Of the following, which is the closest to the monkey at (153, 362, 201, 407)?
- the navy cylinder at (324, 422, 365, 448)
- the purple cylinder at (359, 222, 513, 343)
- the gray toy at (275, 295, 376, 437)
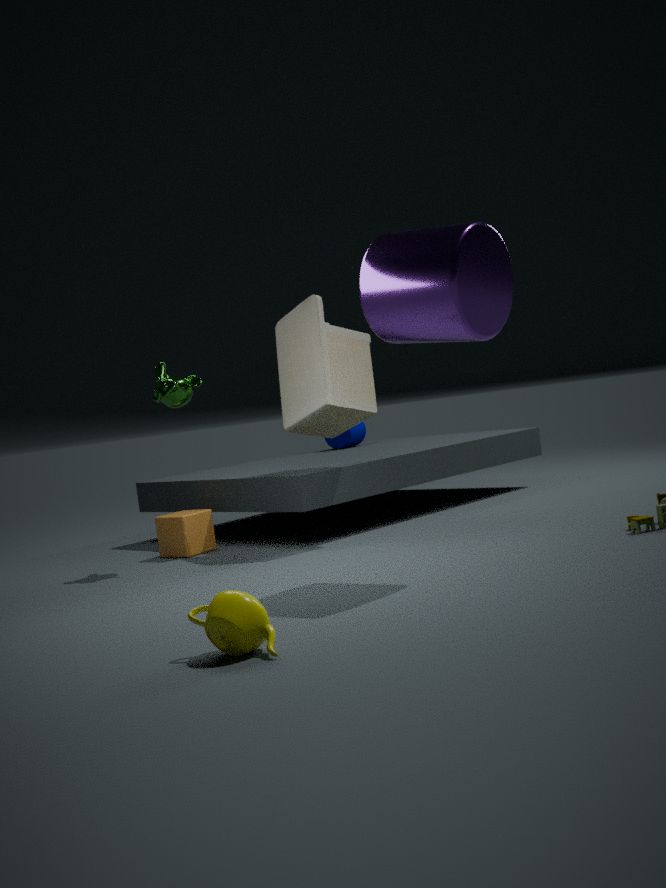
the gray toy at (275, 295, 376, 437)
